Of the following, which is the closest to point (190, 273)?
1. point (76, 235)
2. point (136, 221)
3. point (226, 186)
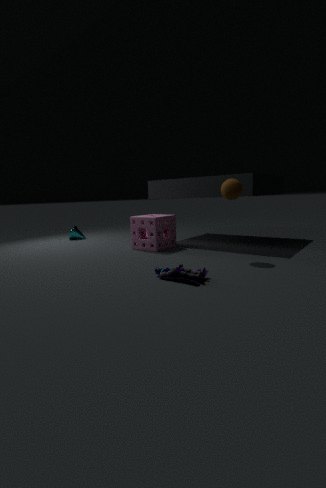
point (226, 186)
